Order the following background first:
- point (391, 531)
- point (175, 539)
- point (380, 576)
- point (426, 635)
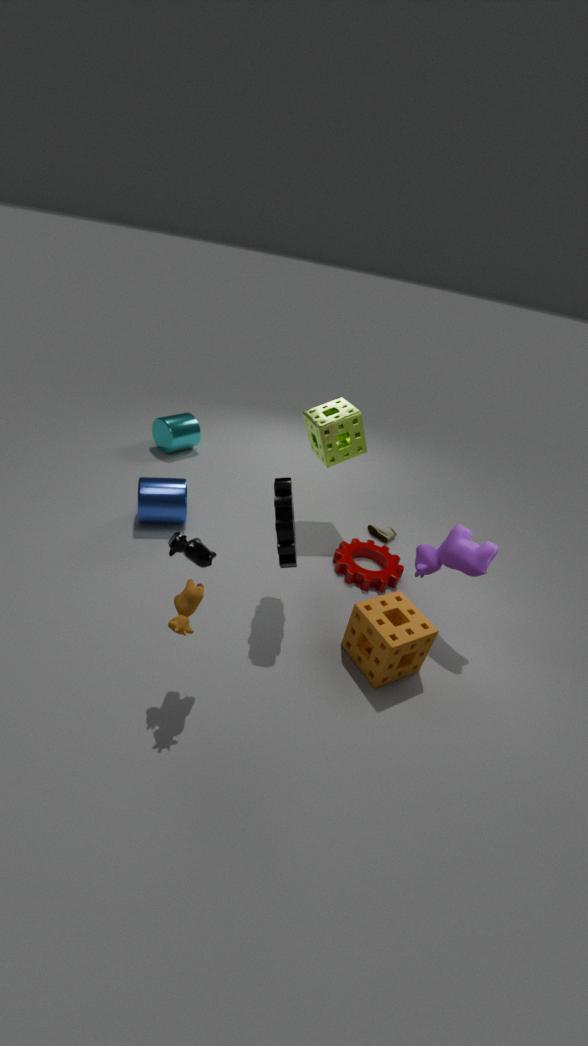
point (391, 531) → point (380, 576) → point (426, 635) → point (175, 539)
